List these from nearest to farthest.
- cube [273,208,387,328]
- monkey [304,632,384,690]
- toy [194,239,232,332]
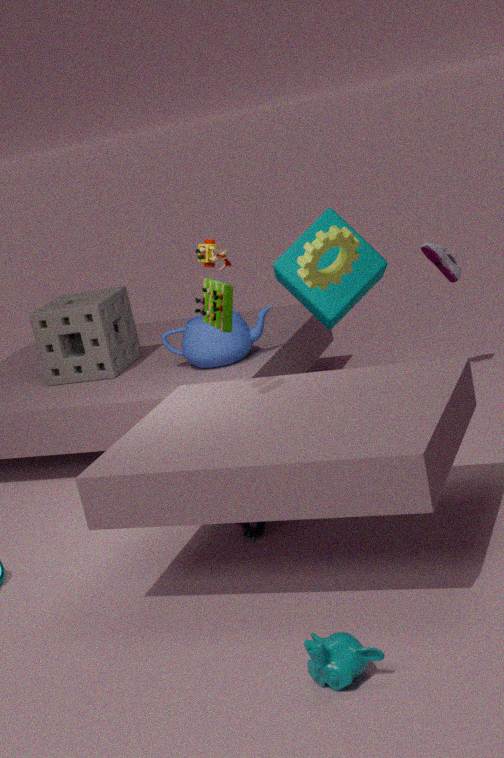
1. monkey [304,632,384,690]
2. toy [194,239,232,332]
3. cube [273,208,387,328]
